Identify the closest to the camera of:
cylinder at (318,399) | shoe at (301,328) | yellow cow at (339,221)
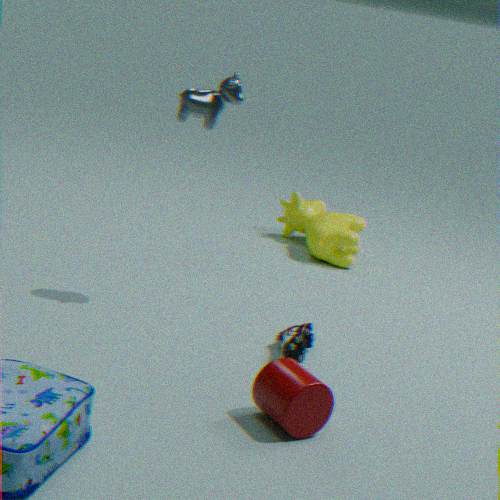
cylinder at (318,399)
